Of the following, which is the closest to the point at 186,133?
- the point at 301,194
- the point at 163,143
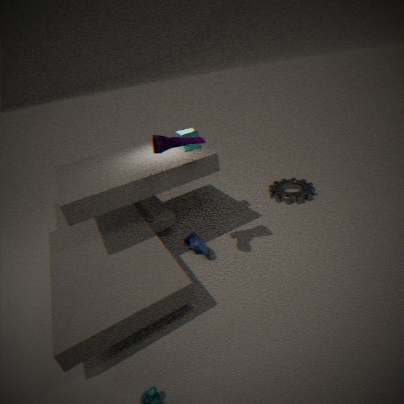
the point at 163,143
